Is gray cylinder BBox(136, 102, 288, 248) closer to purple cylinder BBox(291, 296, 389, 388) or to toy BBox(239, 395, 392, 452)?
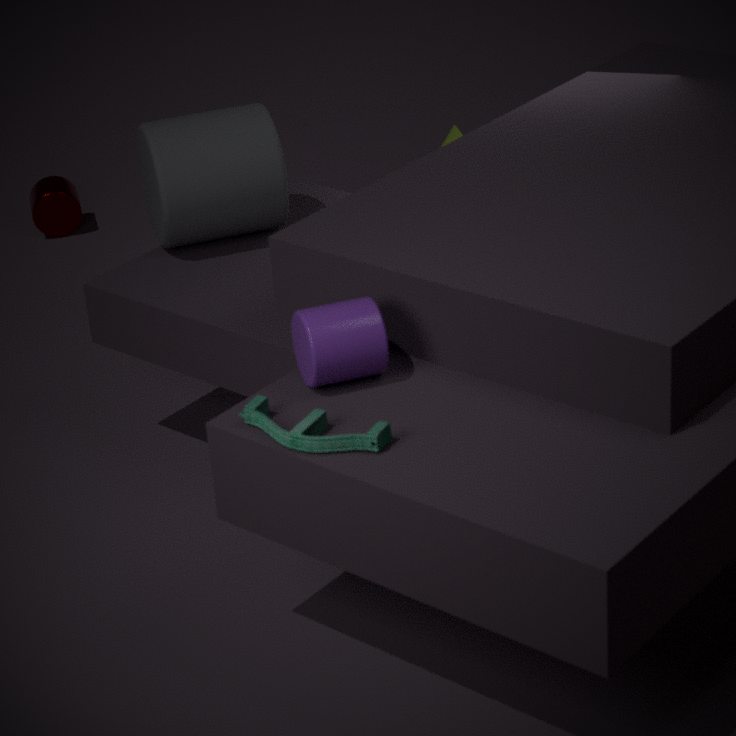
purple cylinder BBox(291, 296, 389, 388)
